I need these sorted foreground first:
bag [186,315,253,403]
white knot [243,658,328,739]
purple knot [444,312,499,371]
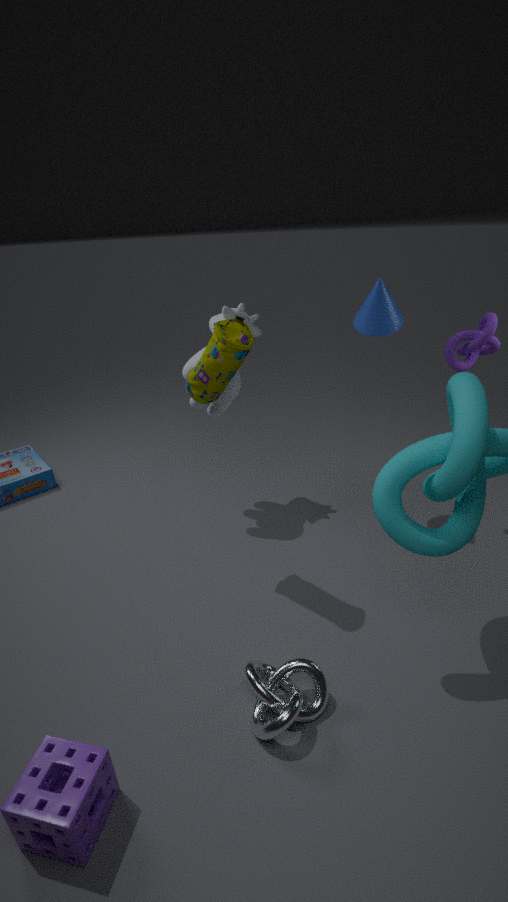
white knot [243,658,328,739] < bag [186,315,253,403] < purple knot [444,312,499,371]
